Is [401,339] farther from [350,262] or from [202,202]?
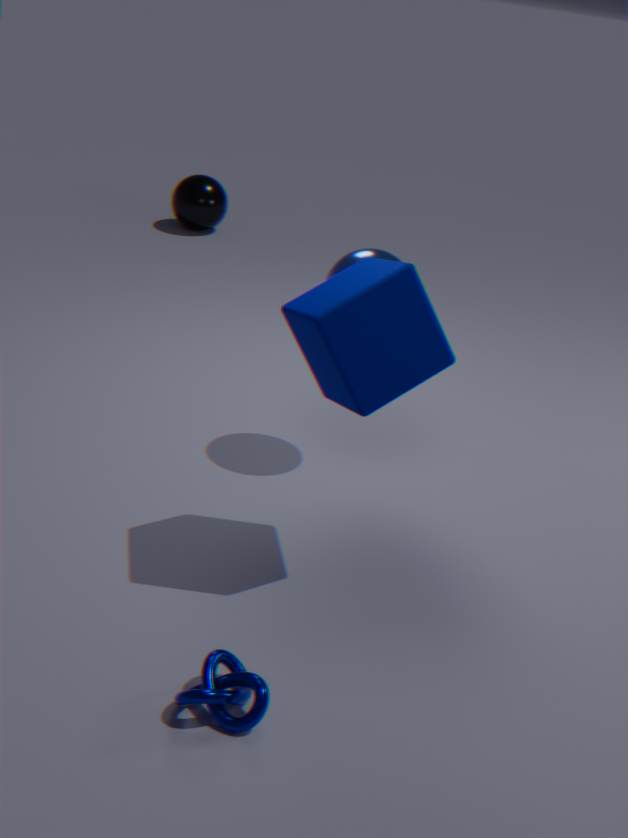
[202,202]
